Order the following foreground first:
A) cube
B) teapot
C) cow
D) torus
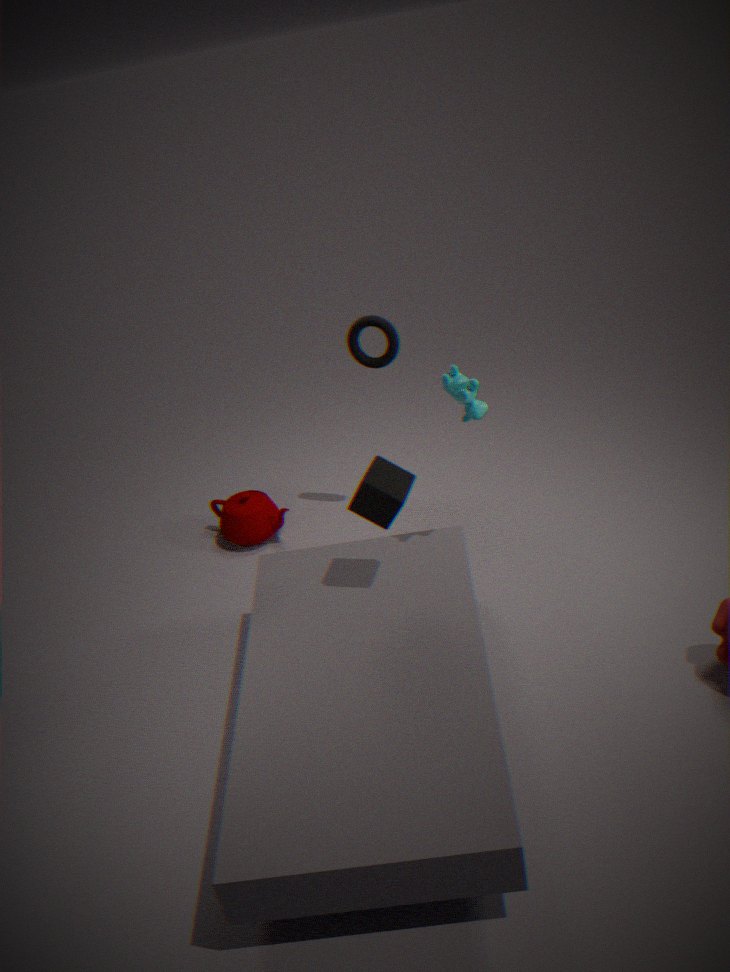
cube
cow
torus
teapot
